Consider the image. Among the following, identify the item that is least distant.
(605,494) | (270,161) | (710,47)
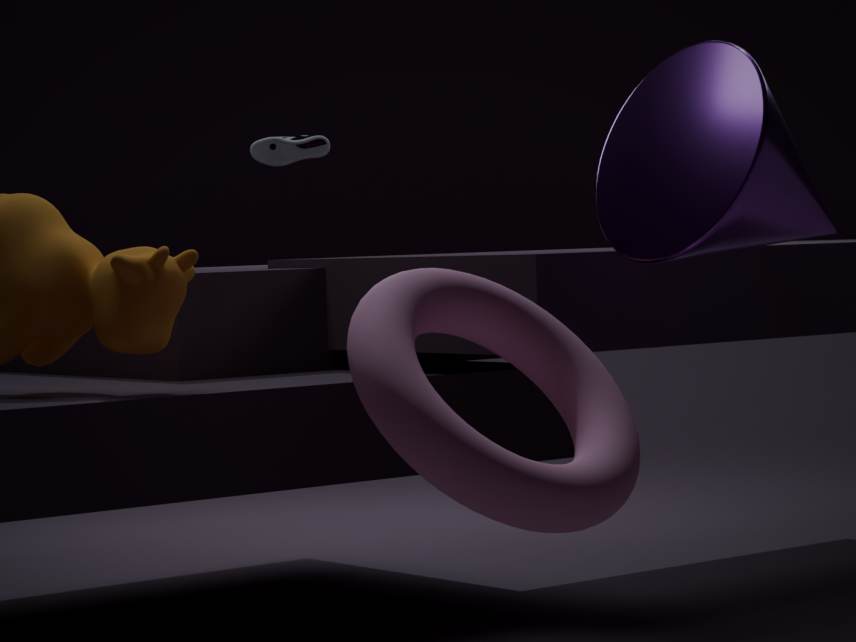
(605,494)
